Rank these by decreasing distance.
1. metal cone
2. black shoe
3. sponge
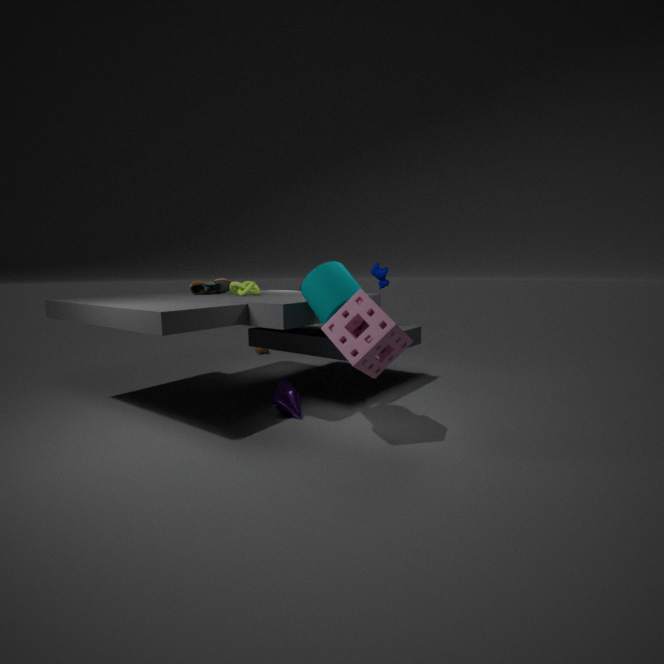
black shoe < metal cone < sponge
